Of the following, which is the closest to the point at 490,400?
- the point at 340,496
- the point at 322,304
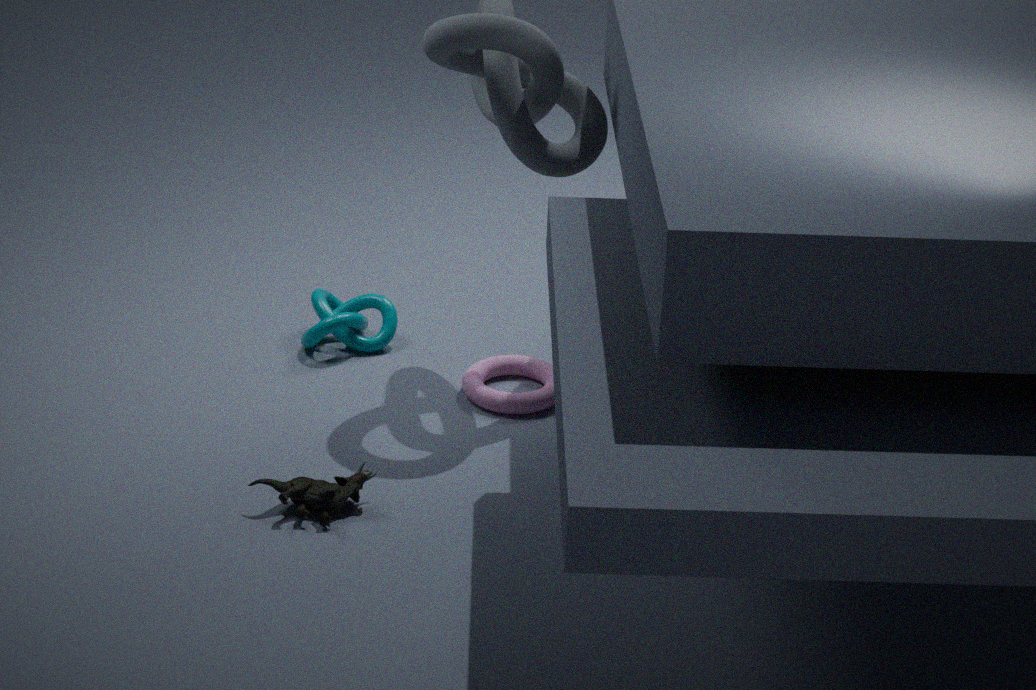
the point at 322,304
